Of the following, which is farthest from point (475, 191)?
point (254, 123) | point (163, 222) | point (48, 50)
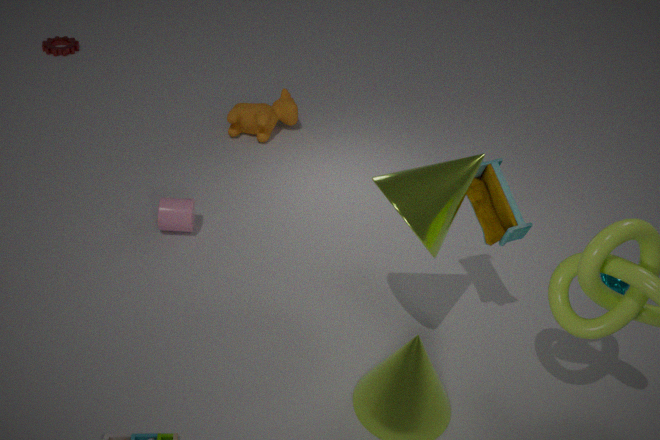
point (48, 50)
